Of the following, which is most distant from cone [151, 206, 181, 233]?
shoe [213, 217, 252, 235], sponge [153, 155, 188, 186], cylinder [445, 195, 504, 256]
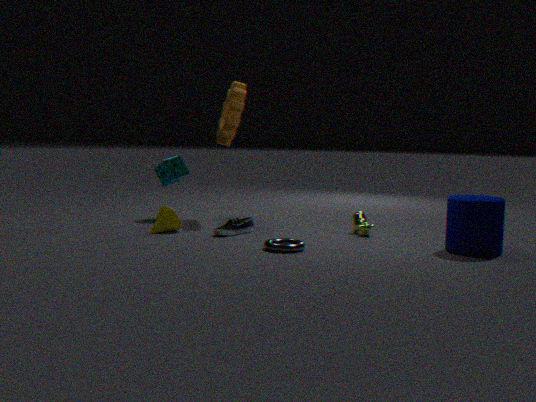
cylinder [445, 195, 504, 256]
